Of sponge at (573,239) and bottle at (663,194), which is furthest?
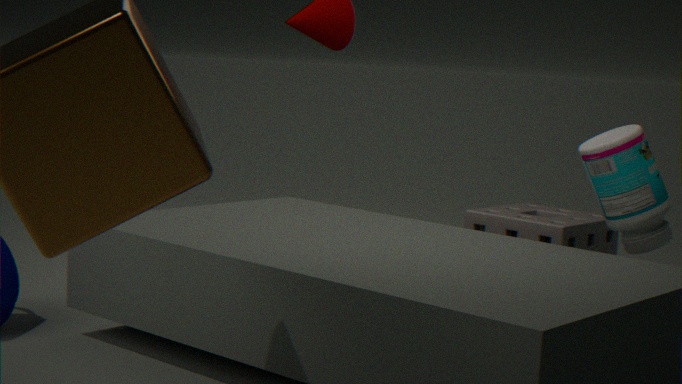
sponge at (573,239)
